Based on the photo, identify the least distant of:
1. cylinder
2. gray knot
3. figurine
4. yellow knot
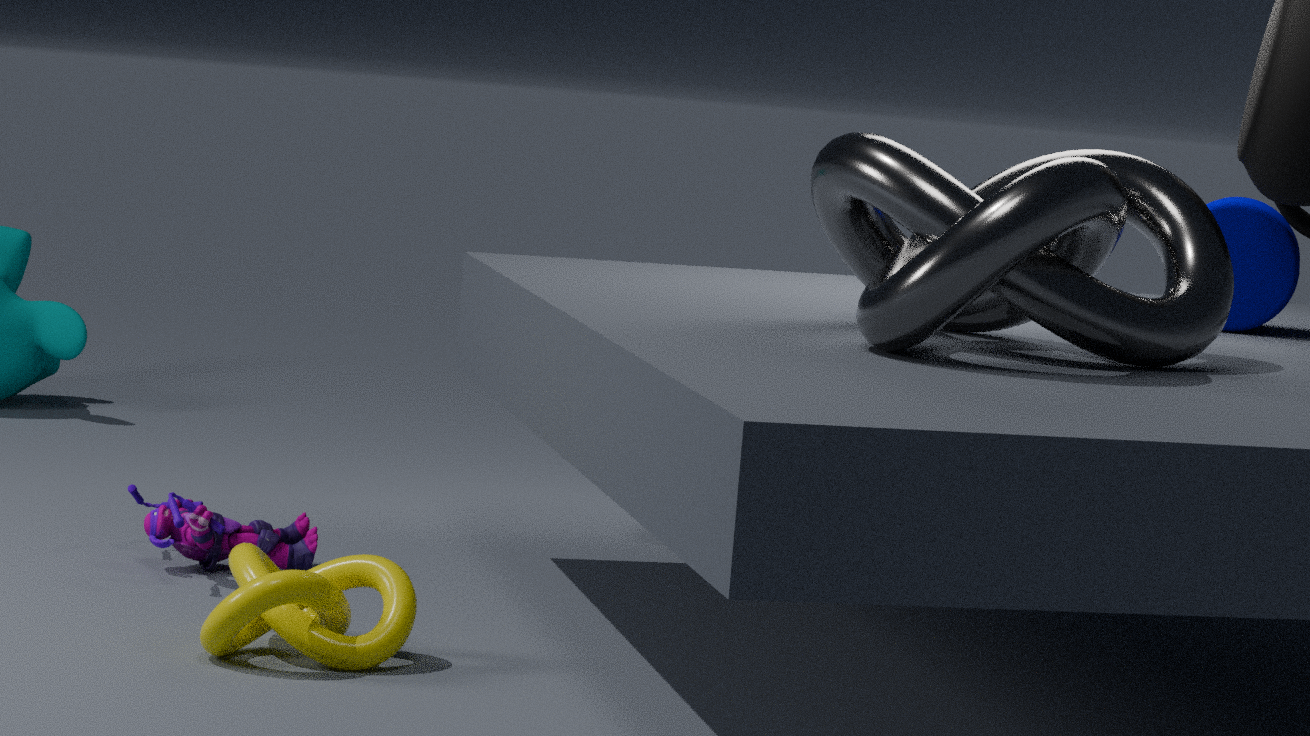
gray knot
